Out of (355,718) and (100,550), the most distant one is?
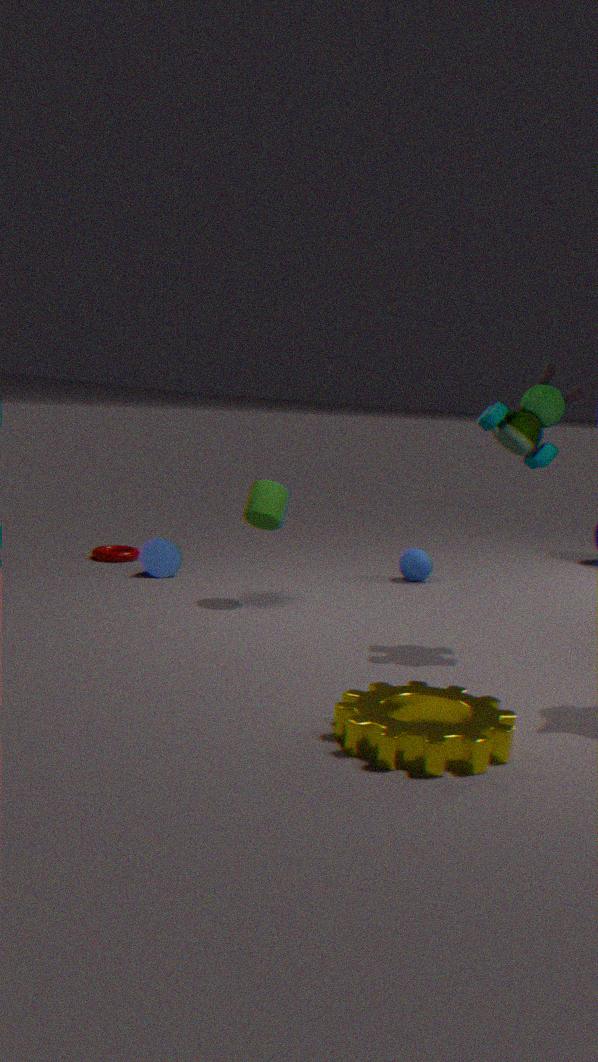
(100,550)
